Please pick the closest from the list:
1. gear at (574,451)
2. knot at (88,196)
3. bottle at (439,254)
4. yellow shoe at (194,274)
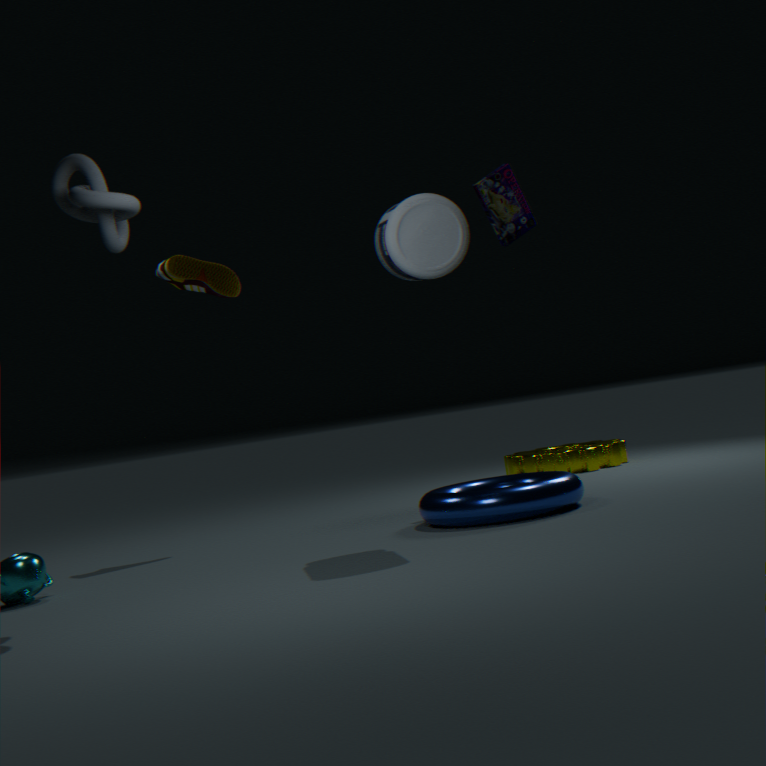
knot at (88,196)
